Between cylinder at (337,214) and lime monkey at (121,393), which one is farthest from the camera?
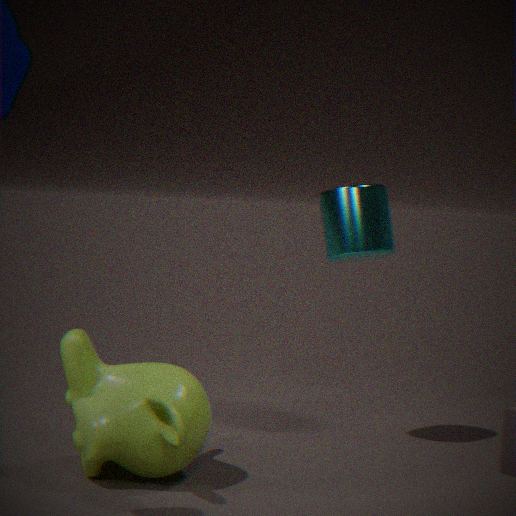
cylinder at (337,214)
